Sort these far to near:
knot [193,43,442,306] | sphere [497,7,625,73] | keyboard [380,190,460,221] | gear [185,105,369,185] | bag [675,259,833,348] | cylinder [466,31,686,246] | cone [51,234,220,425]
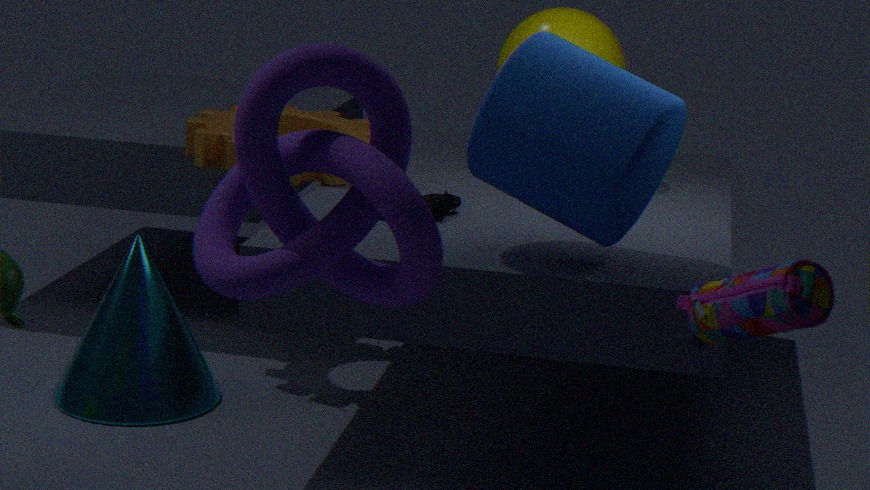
sphere [497,7,625,73]
gear [185,105,369,185]
cone [51,234,220,425]
keyboard [380,190,460,221]
cylinder [466,31,686,246]
knot [193,43,442,306]
bag [675,259,833,348]
